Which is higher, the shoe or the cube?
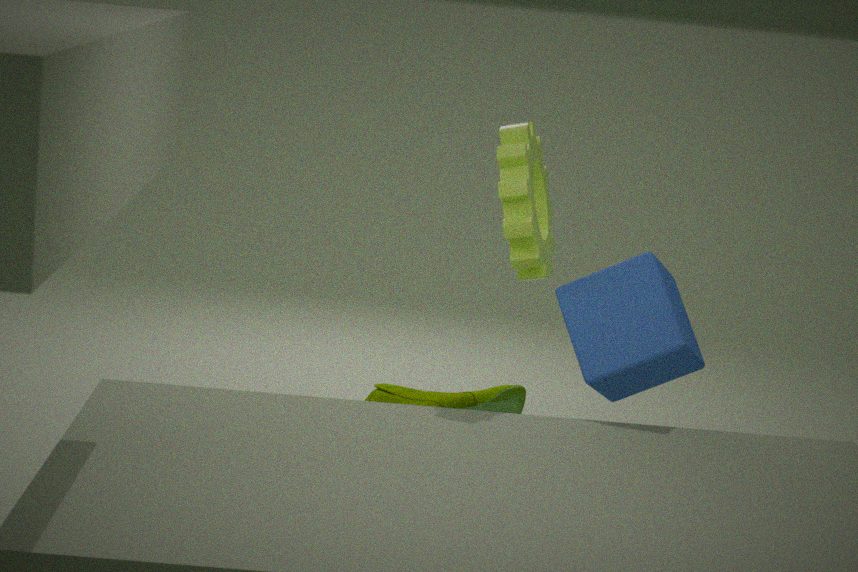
the cube
